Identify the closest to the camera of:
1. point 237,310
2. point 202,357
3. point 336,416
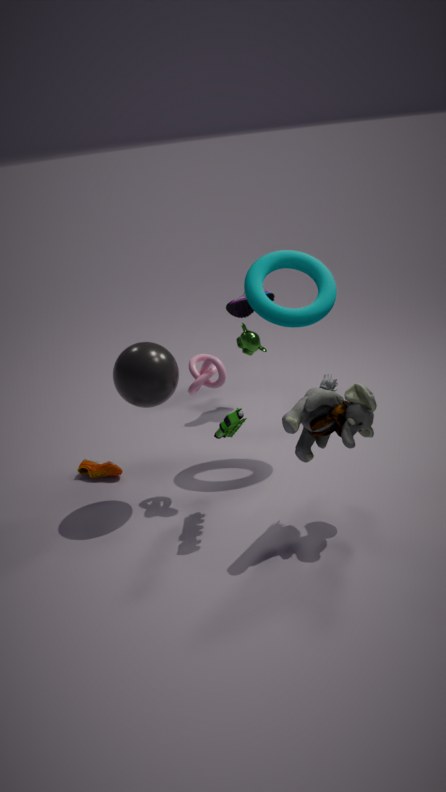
point 336,416
